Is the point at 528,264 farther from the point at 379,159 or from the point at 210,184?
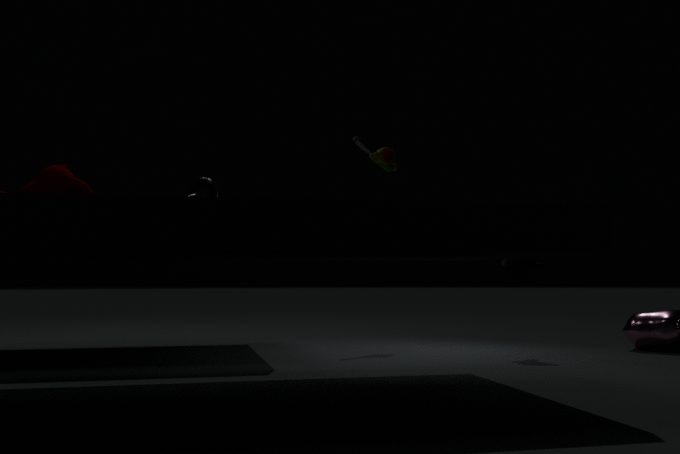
the point at 210,184
